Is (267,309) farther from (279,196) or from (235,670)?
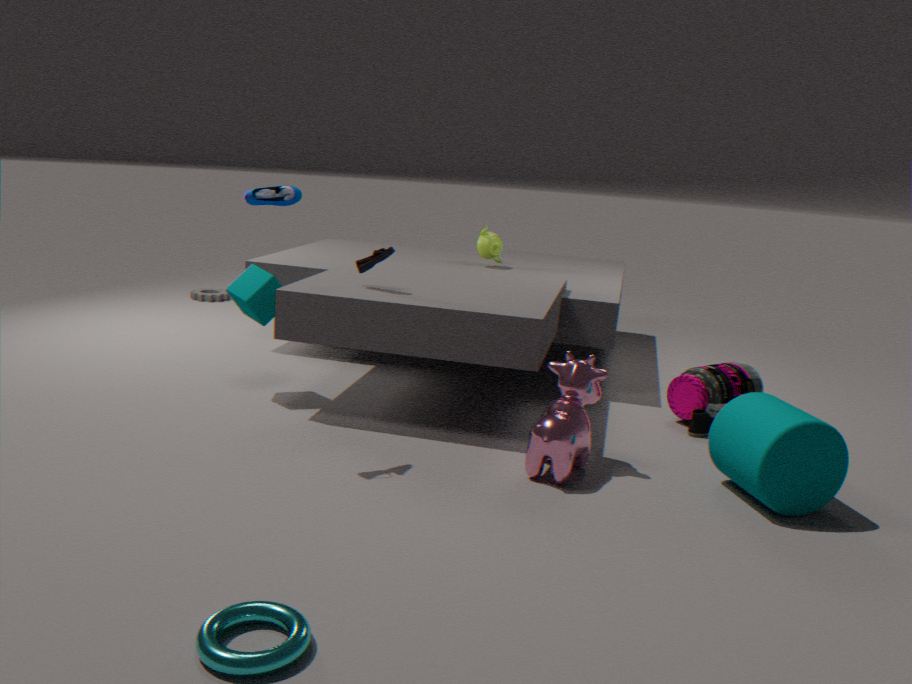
(235,670)
